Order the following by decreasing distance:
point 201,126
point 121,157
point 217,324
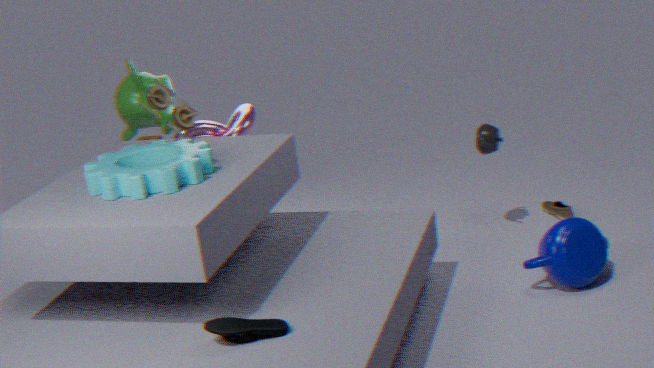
point 201,126 < point 121,157 < point 217,324
